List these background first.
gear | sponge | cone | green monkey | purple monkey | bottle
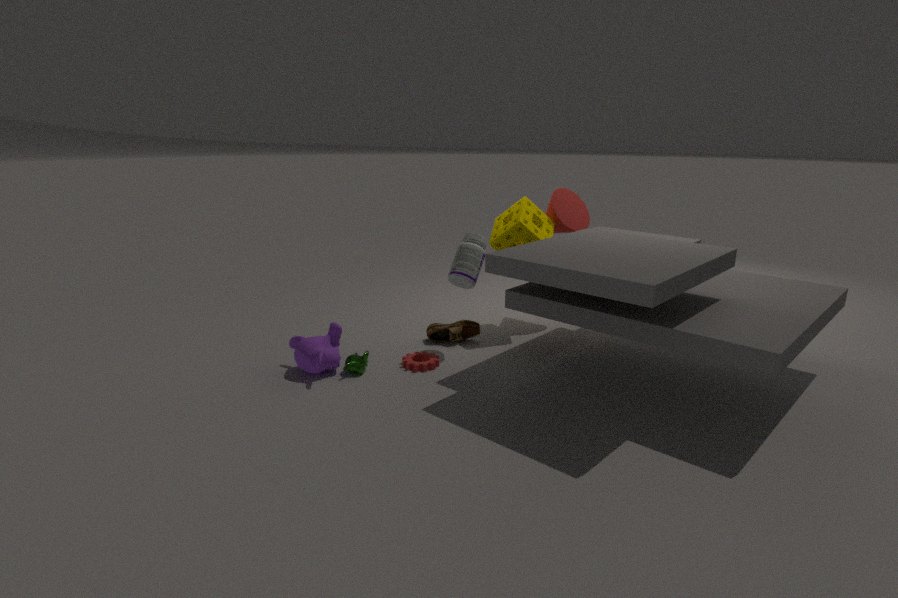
cone < sponge < bottle < gear < green monkey < purple monkey
